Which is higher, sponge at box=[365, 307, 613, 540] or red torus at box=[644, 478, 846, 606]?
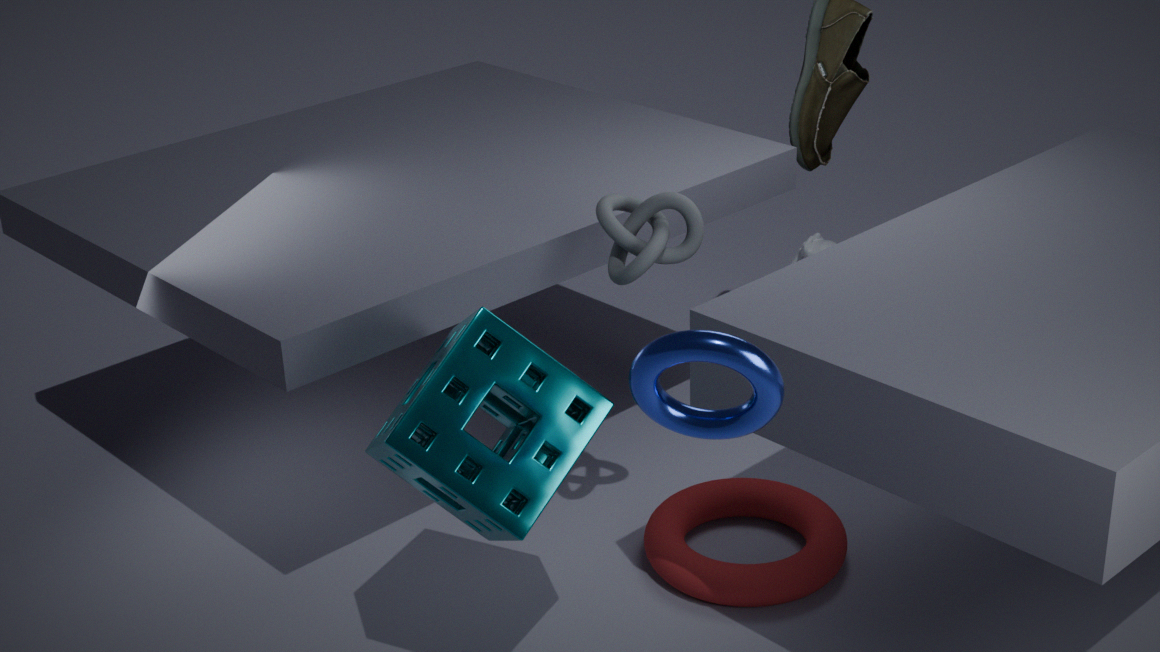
sponge at box=[365, 307, 613, 540]
